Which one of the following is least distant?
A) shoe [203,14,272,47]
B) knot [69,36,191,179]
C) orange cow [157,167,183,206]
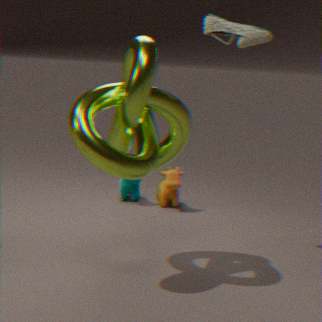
knot [69,36,191,179]
